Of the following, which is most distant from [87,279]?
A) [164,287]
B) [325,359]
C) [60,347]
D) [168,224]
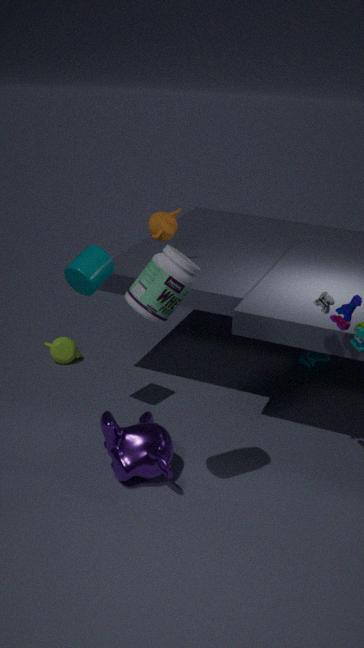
[325,359]
